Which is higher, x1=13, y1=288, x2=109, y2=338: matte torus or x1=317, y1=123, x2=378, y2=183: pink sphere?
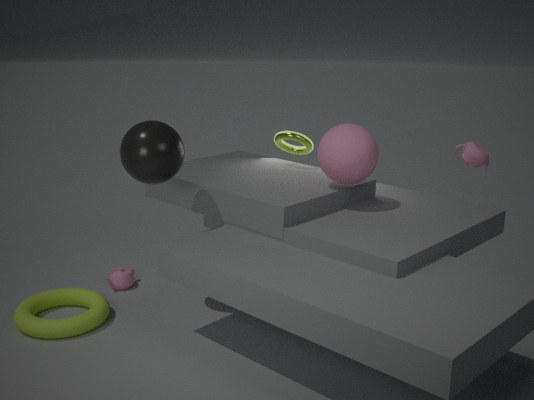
x1=317, y1=123, x2=378, y2=183: pink sphere
